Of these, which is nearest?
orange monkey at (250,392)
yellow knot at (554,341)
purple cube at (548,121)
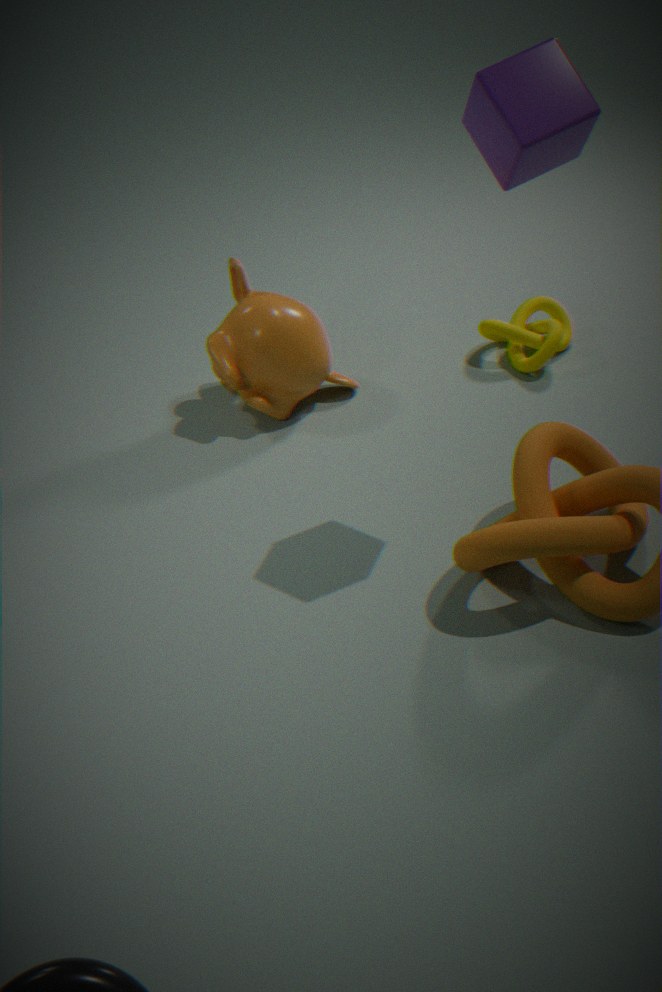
purple cube at (548,121)
